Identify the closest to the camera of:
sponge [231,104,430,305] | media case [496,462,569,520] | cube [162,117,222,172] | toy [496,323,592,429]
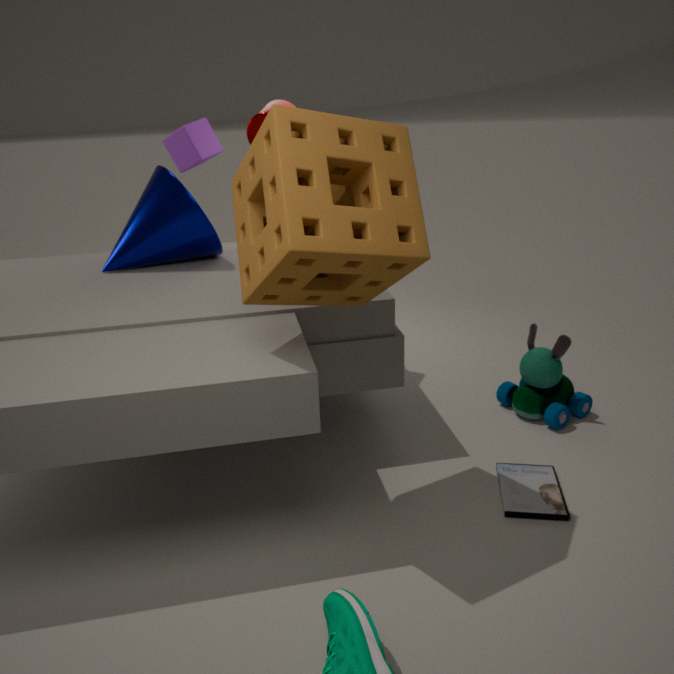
sponge [231,104,430,305]
